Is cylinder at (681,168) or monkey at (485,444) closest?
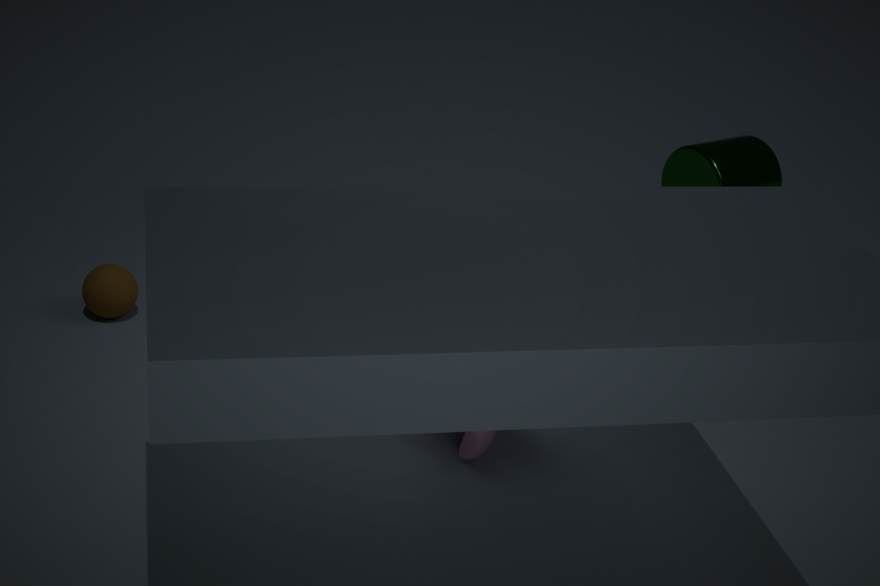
monkey at (485,444)
